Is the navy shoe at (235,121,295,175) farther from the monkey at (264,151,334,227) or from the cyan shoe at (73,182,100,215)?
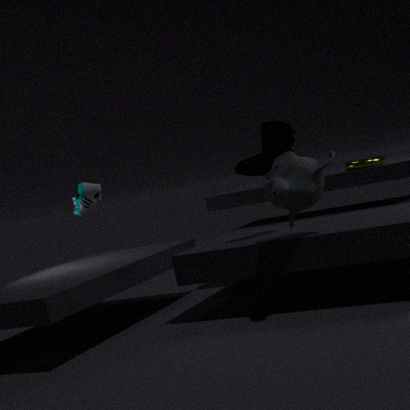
the cyan shoe at (73,182,100,215)
